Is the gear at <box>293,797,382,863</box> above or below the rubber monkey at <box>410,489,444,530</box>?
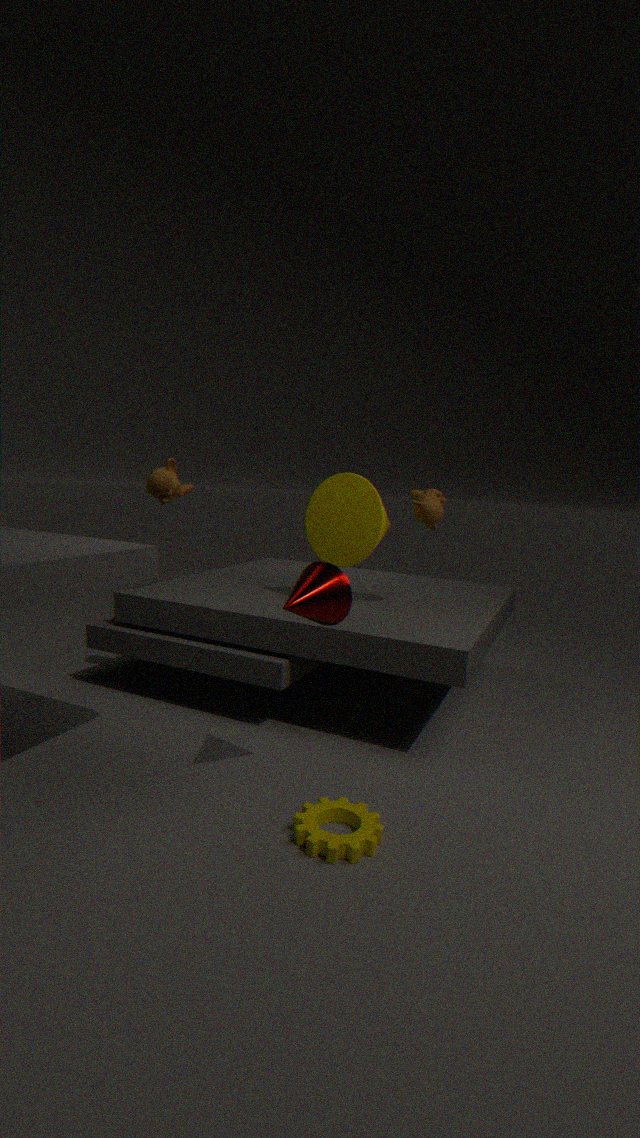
below
